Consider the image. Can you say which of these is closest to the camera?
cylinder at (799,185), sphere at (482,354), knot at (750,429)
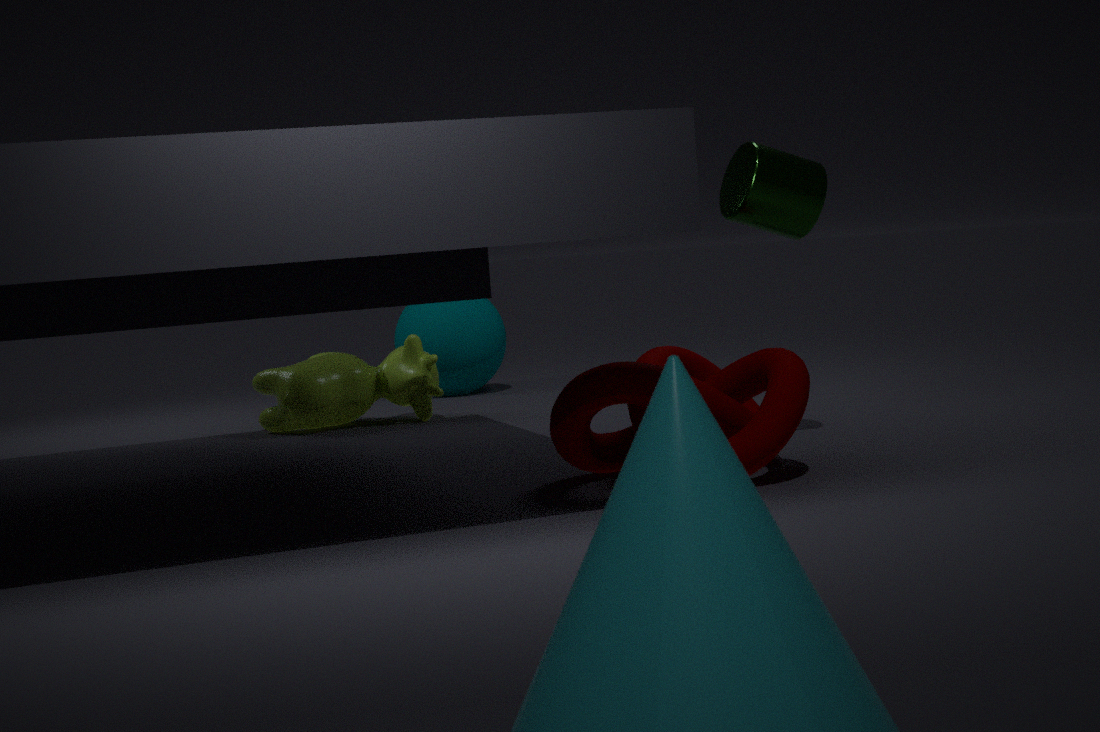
knot at (750,429)
